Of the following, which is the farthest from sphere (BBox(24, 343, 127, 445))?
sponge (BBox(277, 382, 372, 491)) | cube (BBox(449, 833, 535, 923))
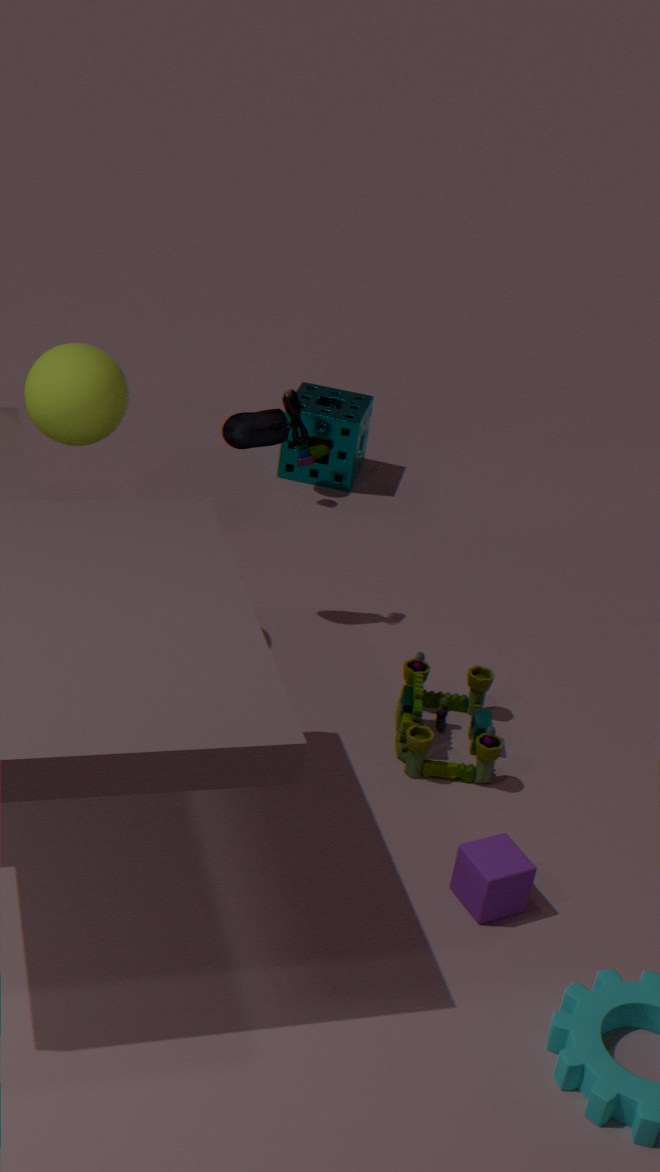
cube (BBox(449, 833, 535, 923))
